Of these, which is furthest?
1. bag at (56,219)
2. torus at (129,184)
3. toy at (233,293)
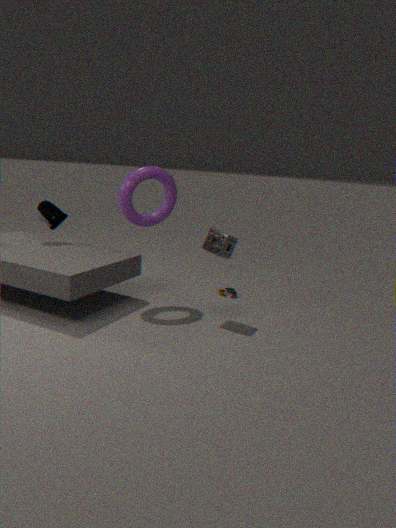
toy at (233,293)
